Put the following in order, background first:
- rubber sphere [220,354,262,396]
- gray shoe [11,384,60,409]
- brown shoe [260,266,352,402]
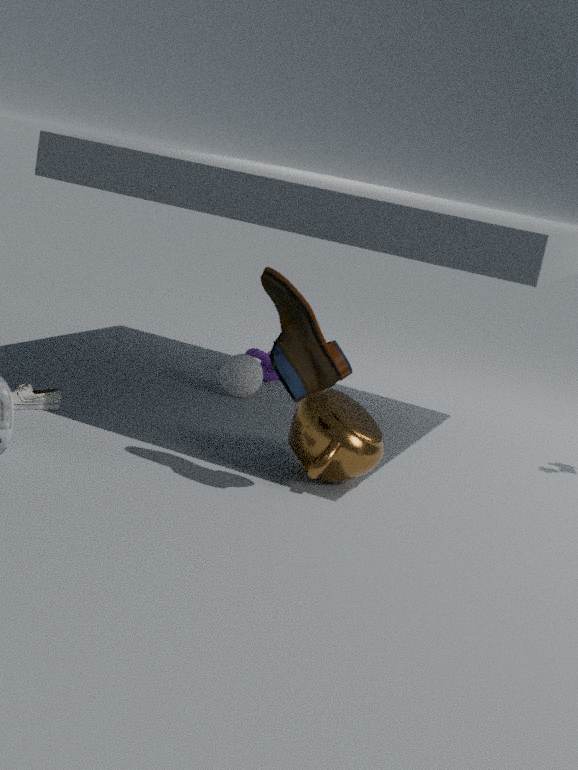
1. rubber sphere [220,354,262,396]
2. gray shoe [11,384,60,409]
3. brown shoe [260,266,352,402]
